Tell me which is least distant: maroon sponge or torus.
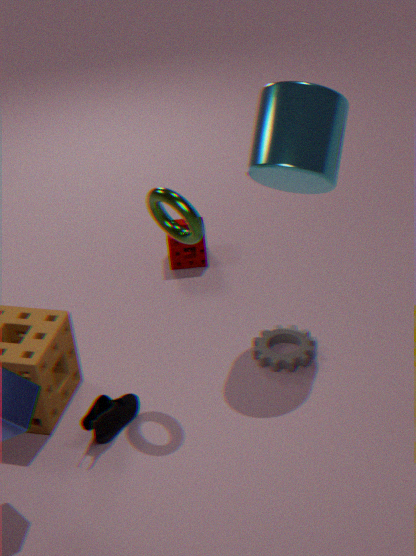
torus
